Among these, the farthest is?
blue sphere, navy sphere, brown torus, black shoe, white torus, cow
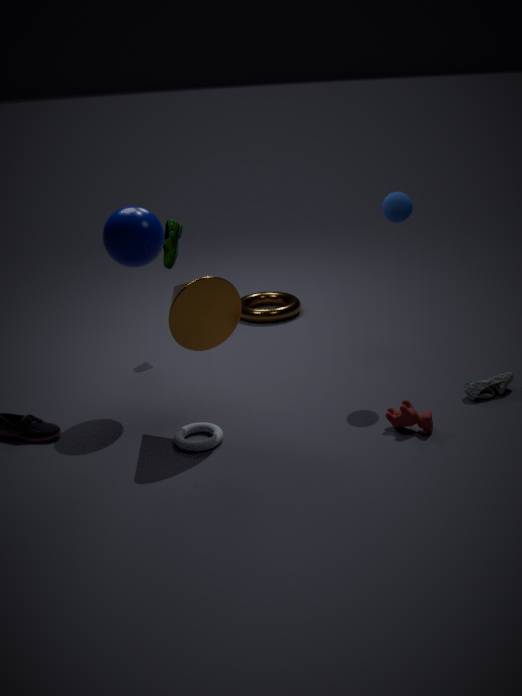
brown torus
